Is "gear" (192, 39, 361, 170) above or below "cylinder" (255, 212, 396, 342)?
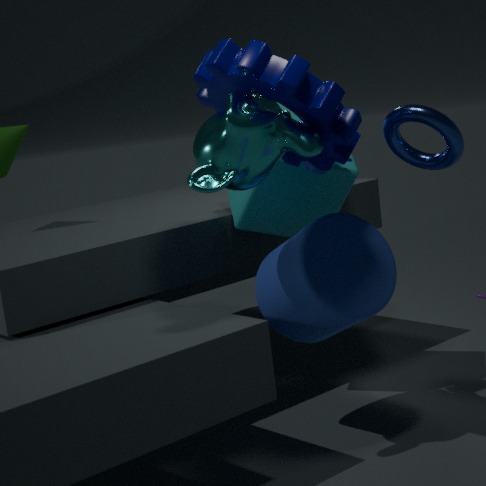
above
